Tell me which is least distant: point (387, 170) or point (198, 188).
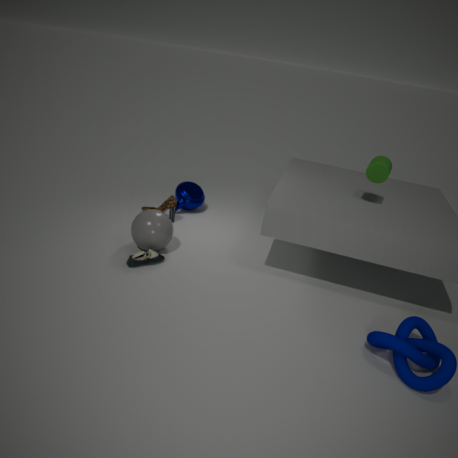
point (387, 170)
